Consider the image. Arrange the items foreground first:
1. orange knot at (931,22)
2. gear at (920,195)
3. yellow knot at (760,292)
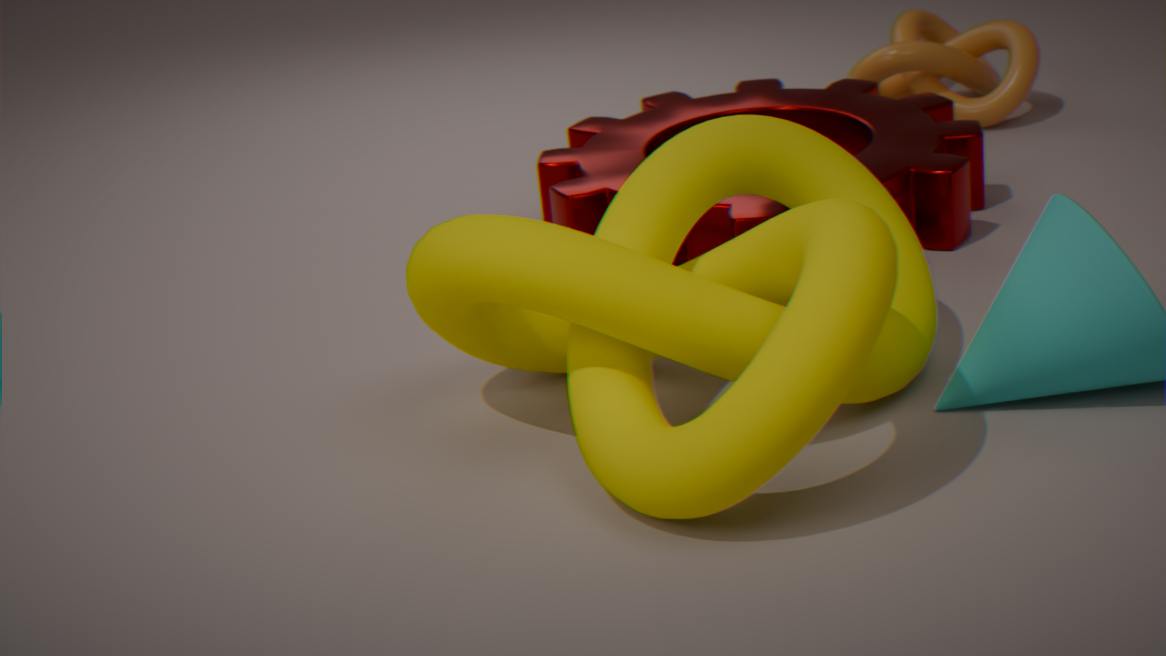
yellow knot at (760,292)
gear at (920,195)
orange knot at (931,22)
